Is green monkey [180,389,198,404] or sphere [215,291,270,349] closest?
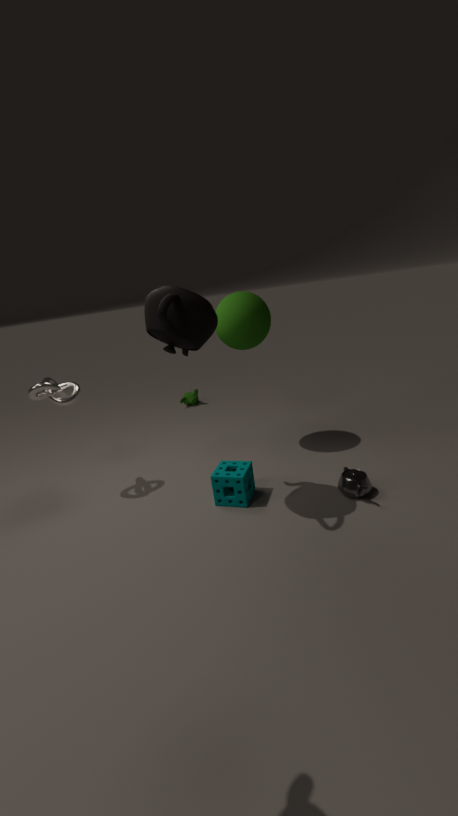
sphere [215,291,270,349]
